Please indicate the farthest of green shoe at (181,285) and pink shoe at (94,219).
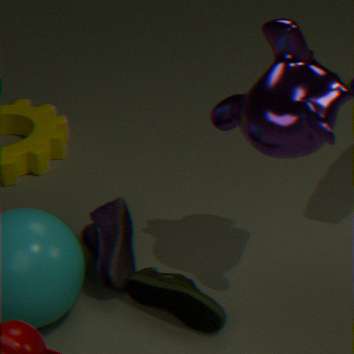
pink shoe at (94,219)
